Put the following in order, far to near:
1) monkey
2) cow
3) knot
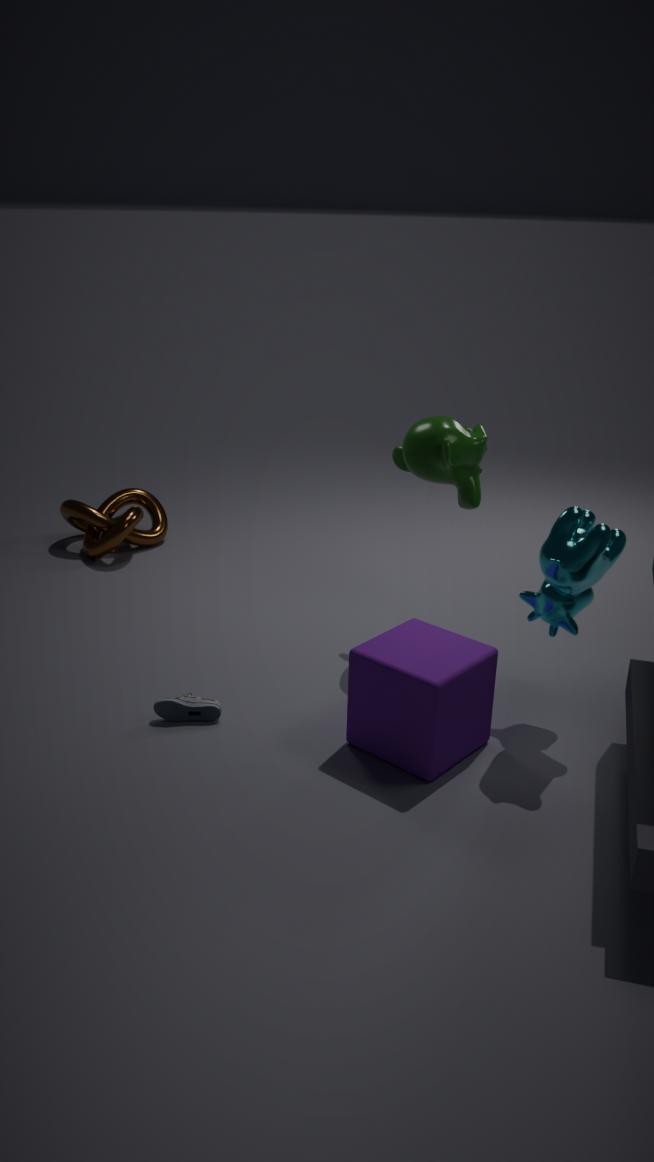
3. knot
1. monkey
2. cow
